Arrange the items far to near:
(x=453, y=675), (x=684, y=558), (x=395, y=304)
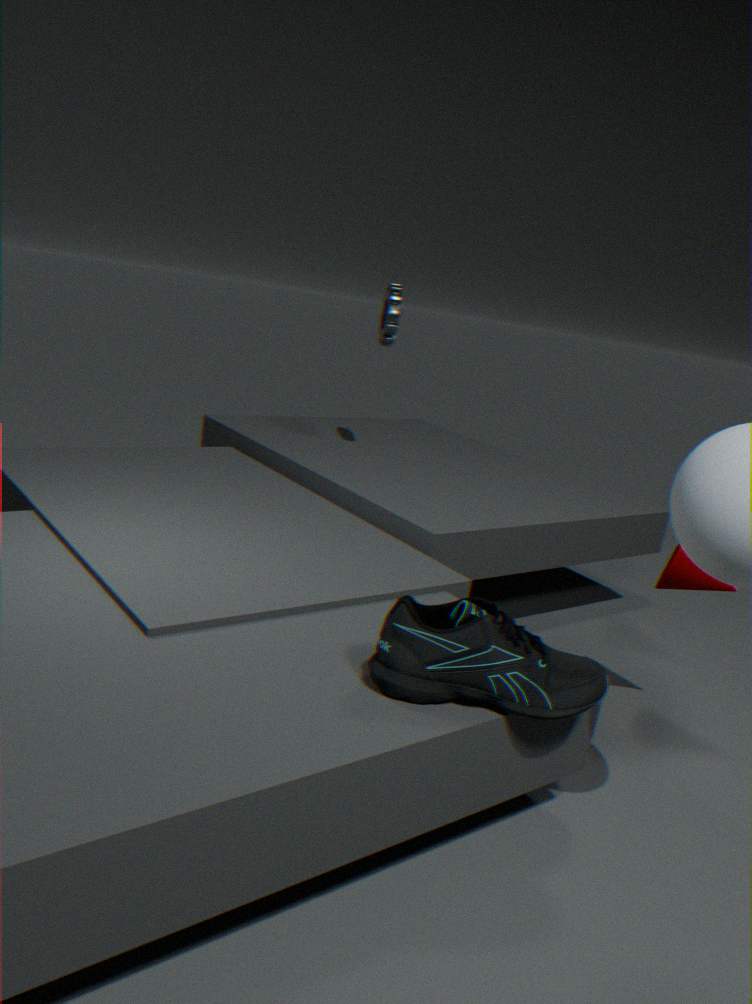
(x=395, y=304)
(x=684, y=558)
(x=453, y=675)
